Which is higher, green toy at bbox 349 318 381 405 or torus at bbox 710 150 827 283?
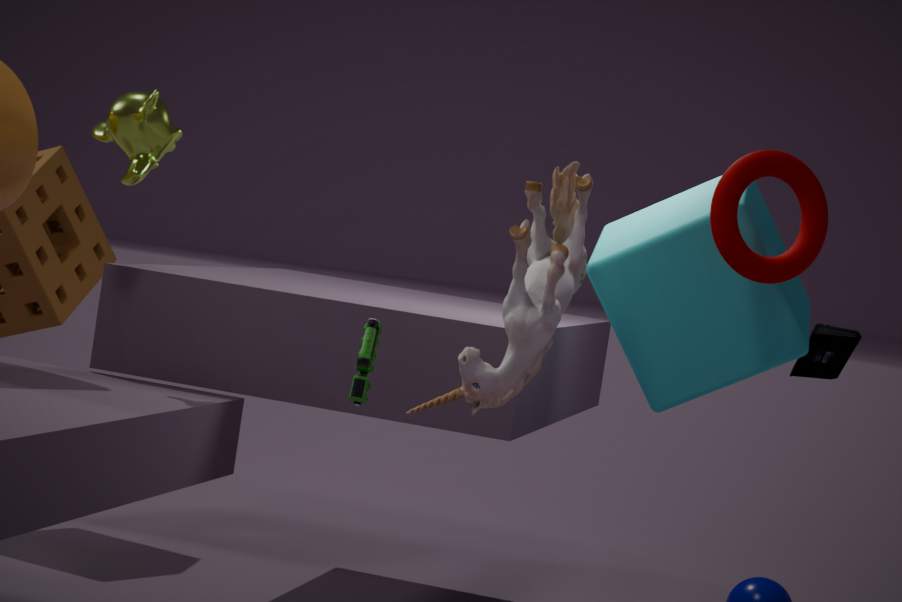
torus at bbox 710 150 827 283
